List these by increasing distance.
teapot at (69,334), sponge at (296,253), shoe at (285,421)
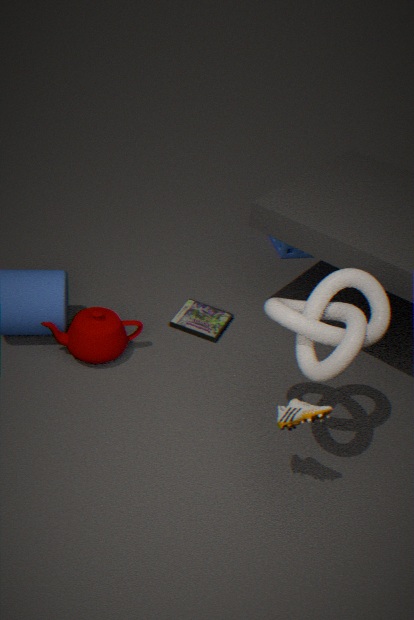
1. shoe at (285,421)
2. teapot at (69,334)
3. sponge at (296,253)
